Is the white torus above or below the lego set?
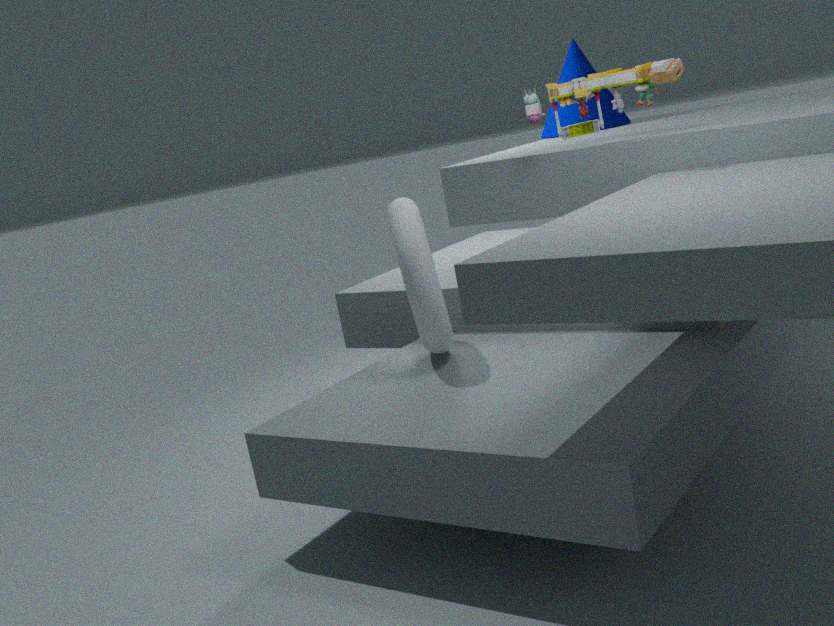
below
